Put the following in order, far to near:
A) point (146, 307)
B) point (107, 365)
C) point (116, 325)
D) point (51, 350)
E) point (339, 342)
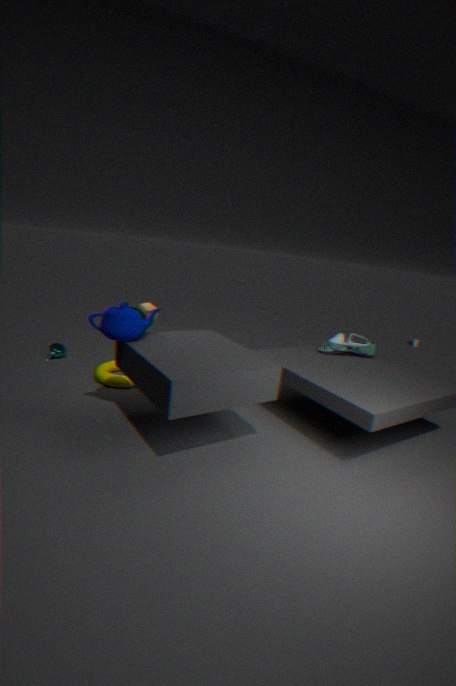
point (51, 350) → point (107, 365) → point (339, 342) → point (146, 307) → point (116, 325)
